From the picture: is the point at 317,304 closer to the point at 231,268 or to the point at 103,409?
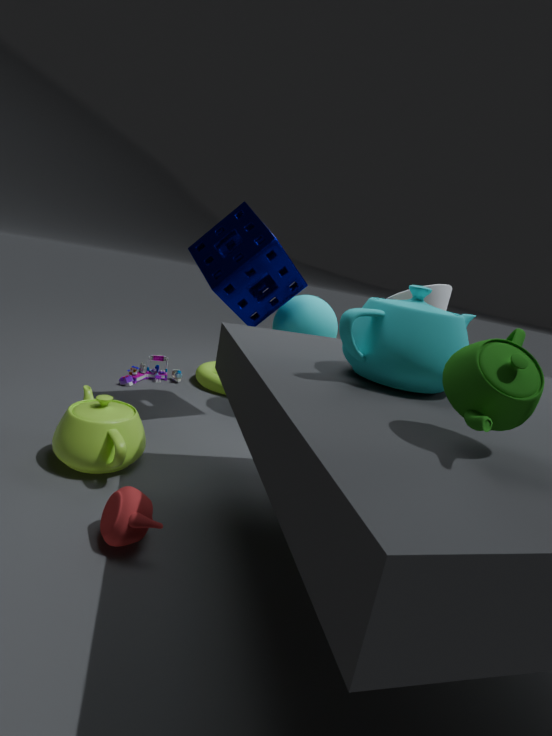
the point at 231,268
